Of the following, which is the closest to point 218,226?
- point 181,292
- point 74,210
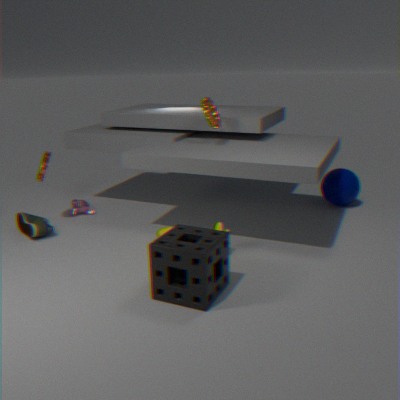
point 181,292
